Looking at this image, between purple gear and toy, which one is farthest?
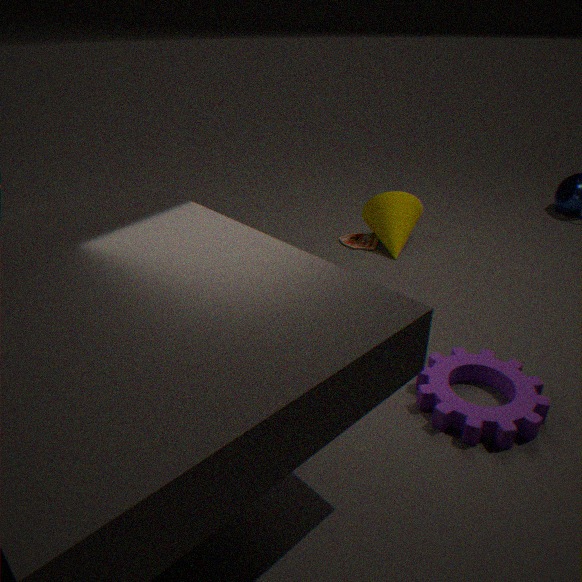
toy
